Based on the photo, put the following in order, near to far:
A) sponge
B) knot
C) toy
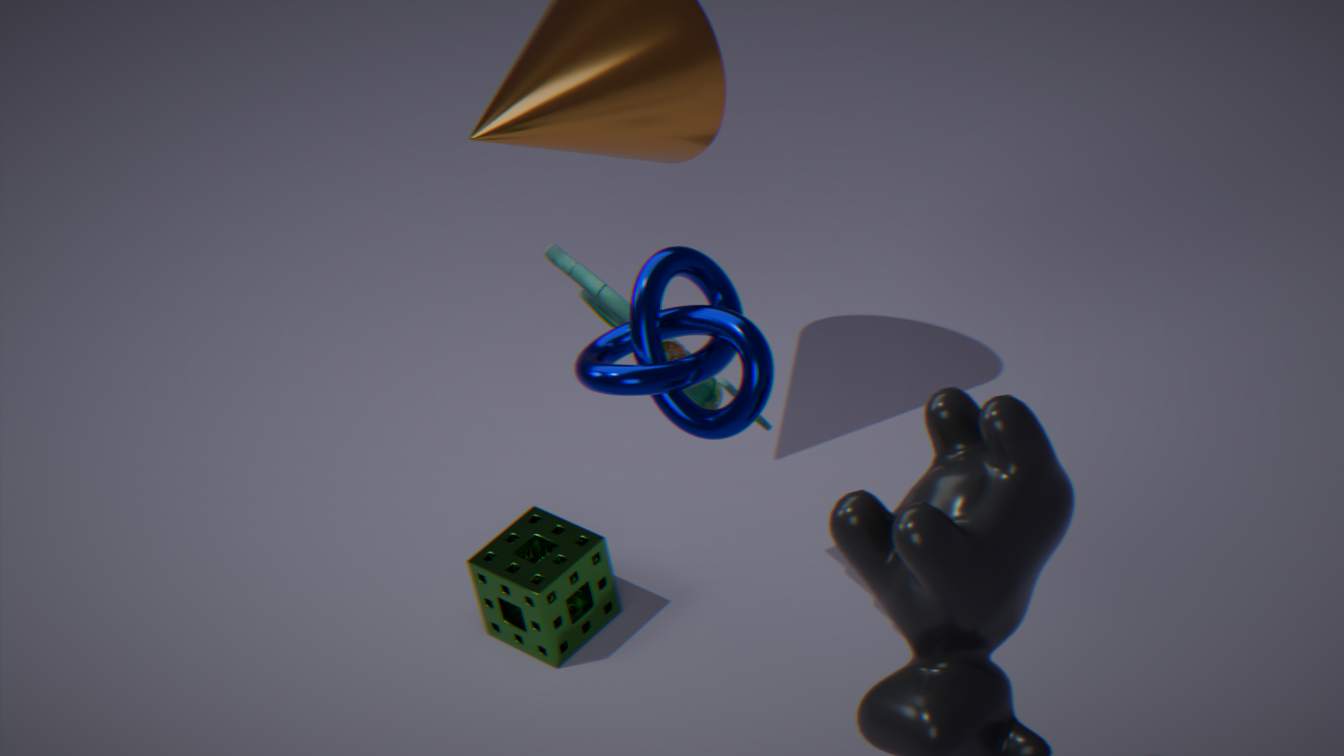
knot
toy
sponge
